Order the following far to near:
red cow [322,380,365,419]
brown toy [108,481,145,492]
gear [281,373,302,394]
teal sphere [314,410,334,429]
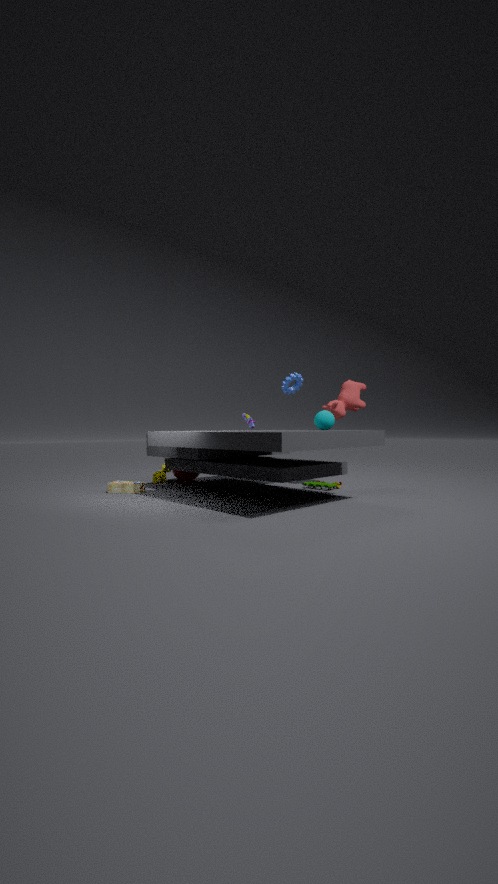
gear [281,373,302,394] → red cow [322,380,365,419] → brown toy [108,481,145,492] → teal sphere [314,410,334,429]
